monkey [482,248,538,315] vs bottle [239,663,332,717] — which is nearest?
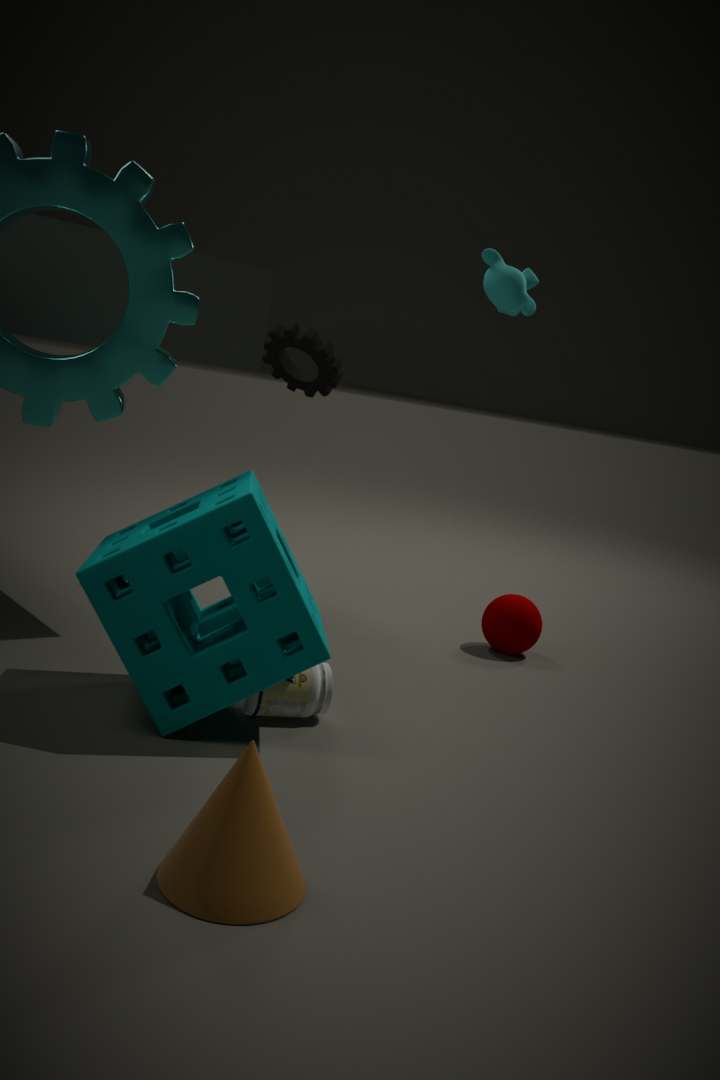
bottle [239,663,332,717]
